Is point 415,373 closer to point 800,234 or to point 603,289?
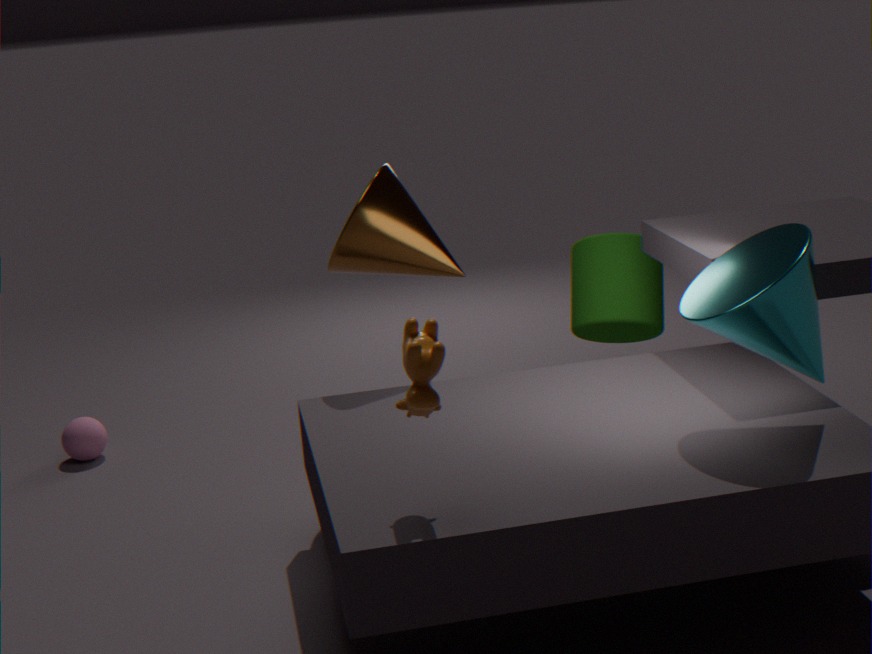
point 800,234
